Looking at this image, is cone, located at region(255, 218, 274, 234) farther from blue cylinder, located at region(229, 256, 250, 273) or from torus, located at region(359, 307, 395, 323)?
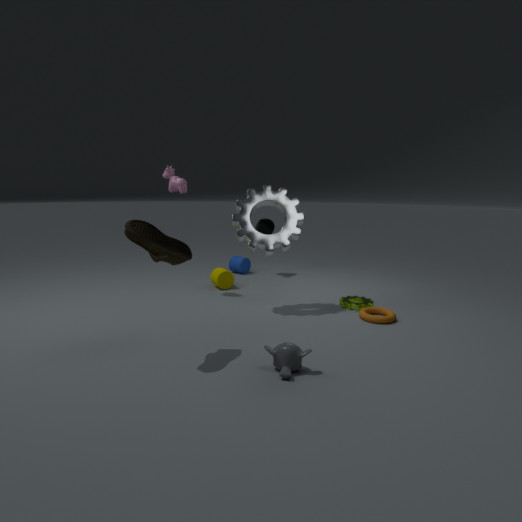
torus, located at region(359, 307, 395, 323)
